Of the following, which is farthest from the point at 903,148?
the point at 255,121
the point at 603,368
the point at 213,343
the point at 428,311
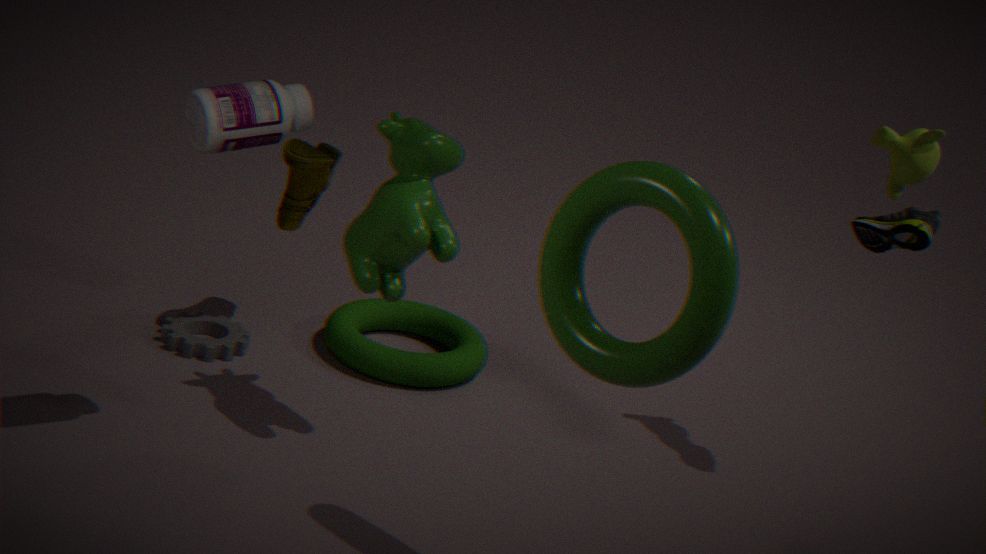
the point at 213,343
